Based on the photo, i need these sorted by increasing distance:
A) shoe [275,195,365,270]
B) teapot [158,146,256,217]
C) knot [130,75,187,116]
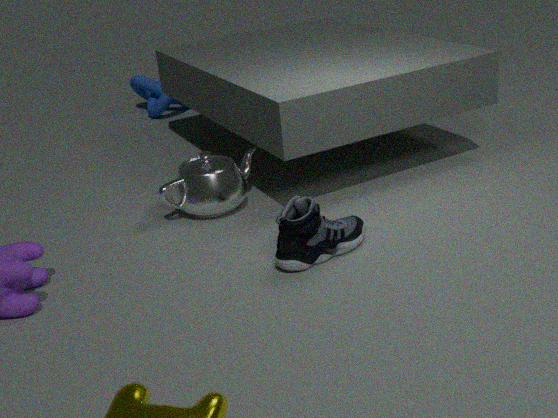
shoe [275,195,365,270] → teapot [158,146,256,217] → knot [130,75,187,116]
